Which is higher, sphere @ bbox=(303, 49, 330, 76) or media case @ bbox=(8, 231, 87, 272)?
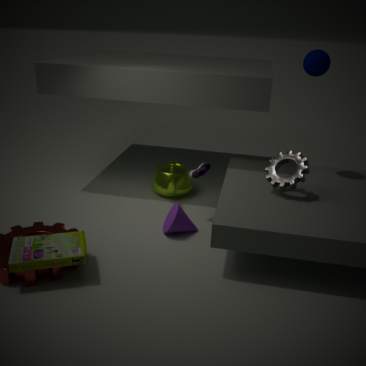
sphere @ bbox=(303, 49, 330, 76)
